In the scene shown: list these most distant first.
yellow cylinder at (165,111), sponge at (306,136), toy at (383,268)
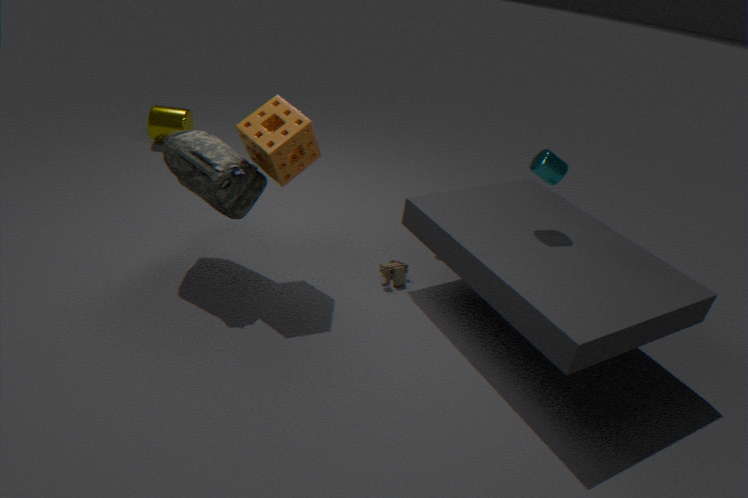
1. yellow cylinder at (165,111)
2. toy at (383,268)
3. sponge at (306,136)
